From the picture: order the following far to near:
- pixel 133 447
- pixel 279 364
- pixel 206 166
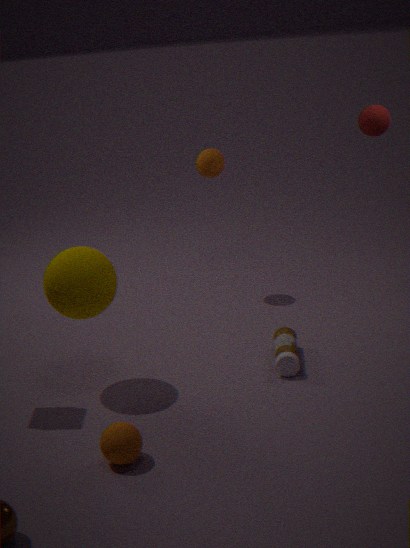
pixel 206 166
pixel 279 364
pixel 133 447
